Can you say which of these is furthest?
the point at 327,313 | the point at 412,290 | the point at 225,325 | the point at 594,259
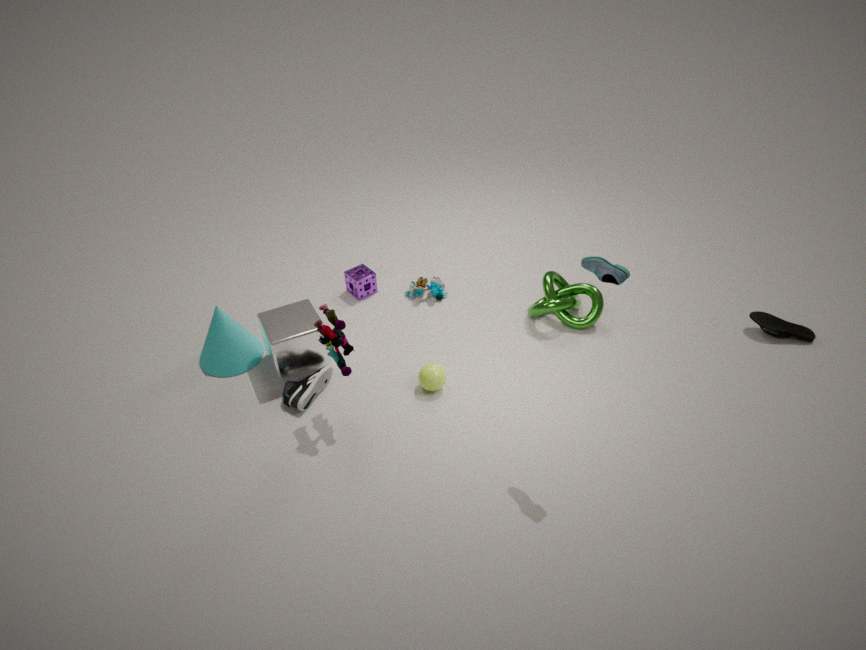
the point at 412,290
